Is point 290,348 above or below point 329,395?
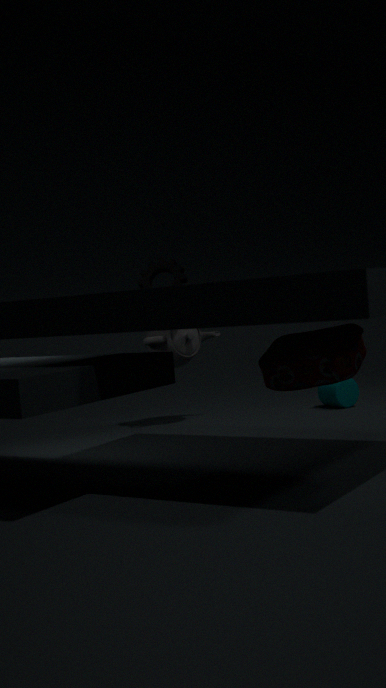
above
